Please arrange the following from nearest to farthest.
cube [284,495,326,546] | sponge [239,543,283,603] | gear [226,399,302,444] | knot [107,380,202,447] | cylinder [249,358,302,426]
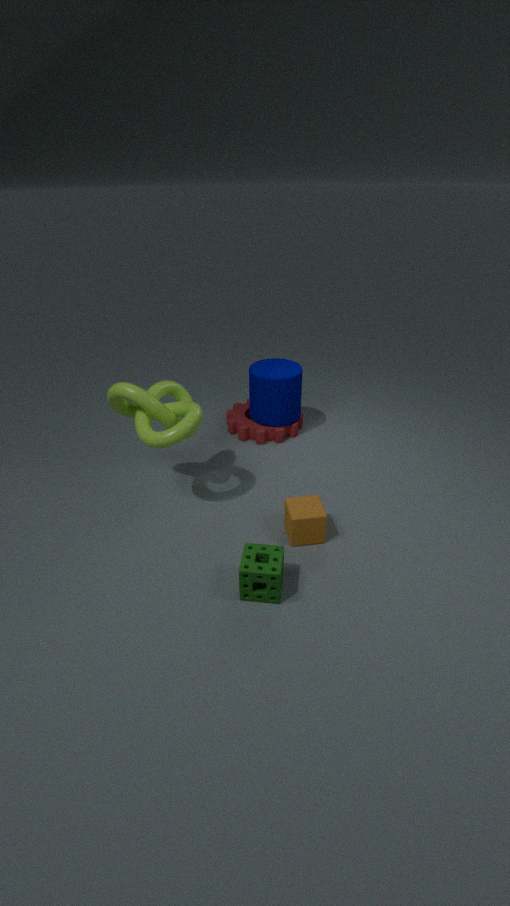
sponge [239,543,283,603]
knot [107,380,202,447]
cube [284,495,326,546]
cylinder [249,358,302,426]
gear [226,399,302,444]
